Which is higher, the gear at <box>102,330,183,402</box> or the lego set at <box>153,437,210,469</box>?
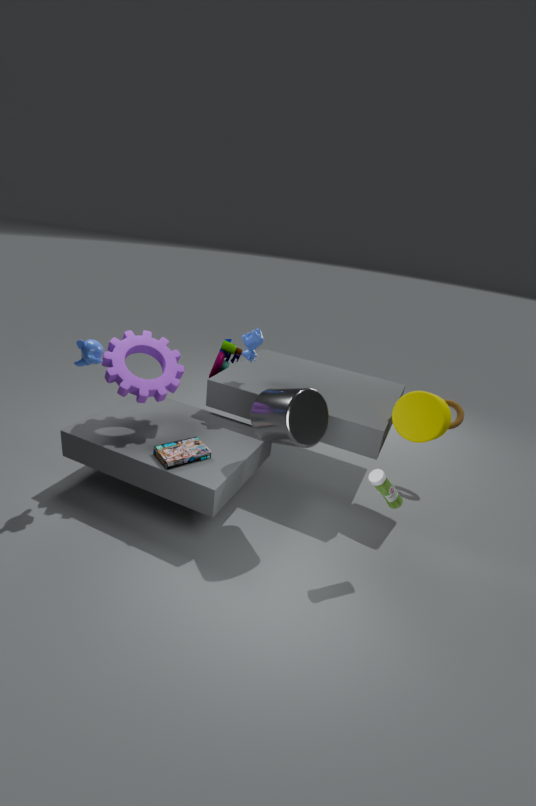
the gear at <box>102,330,183,402</box>
